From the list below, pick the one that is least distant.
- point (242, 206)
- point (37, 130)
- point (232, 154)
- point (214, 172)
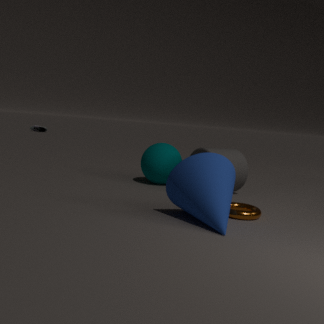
point (214, 172)
